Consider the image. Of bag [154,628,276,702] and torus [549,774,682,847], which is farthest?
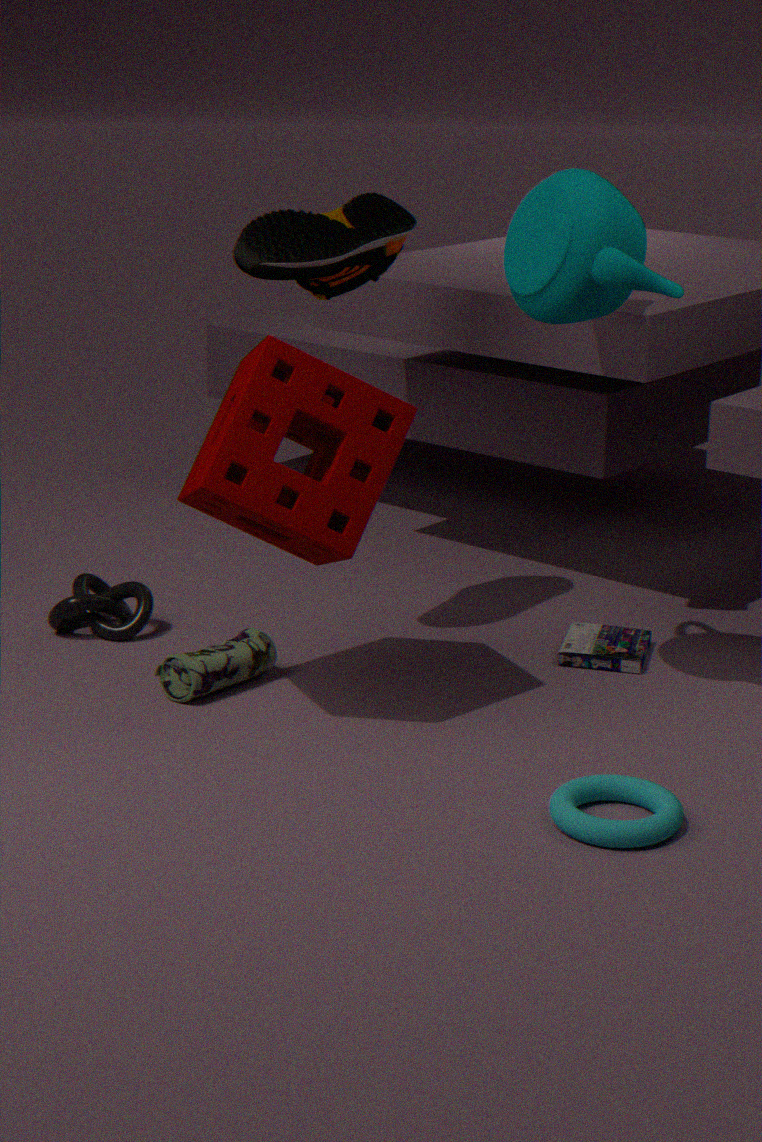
bag [154,628,276,702]
